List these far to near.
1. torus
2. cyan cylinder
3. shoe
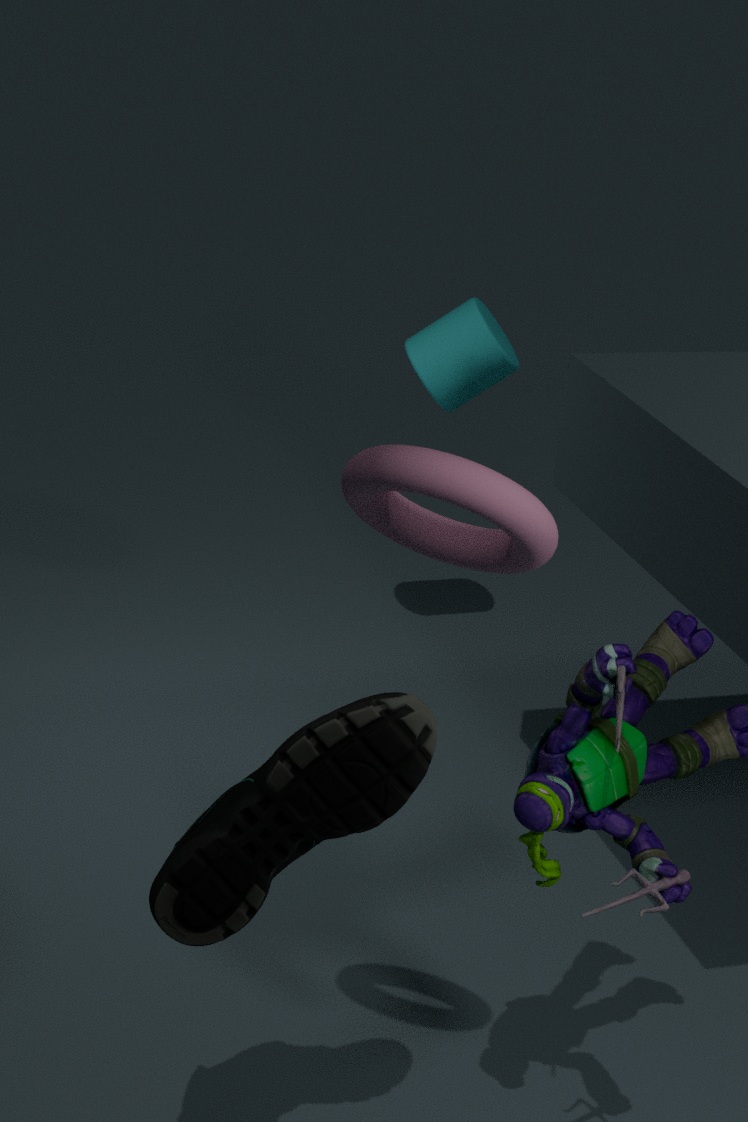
cyan cylinder, shoe, torus
